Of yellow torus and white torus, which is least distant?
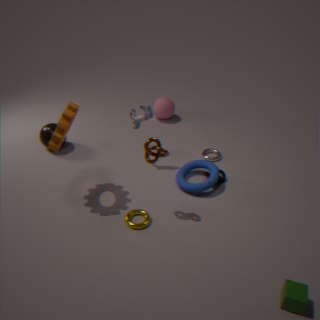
yellow torus
